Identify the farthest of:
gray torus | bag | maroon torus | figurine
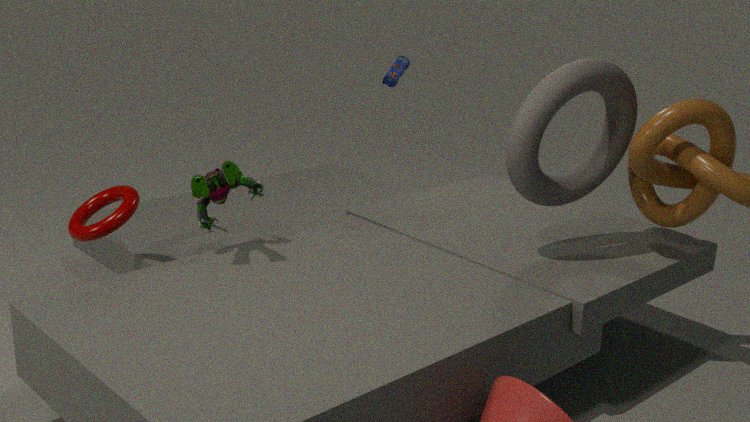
bag
